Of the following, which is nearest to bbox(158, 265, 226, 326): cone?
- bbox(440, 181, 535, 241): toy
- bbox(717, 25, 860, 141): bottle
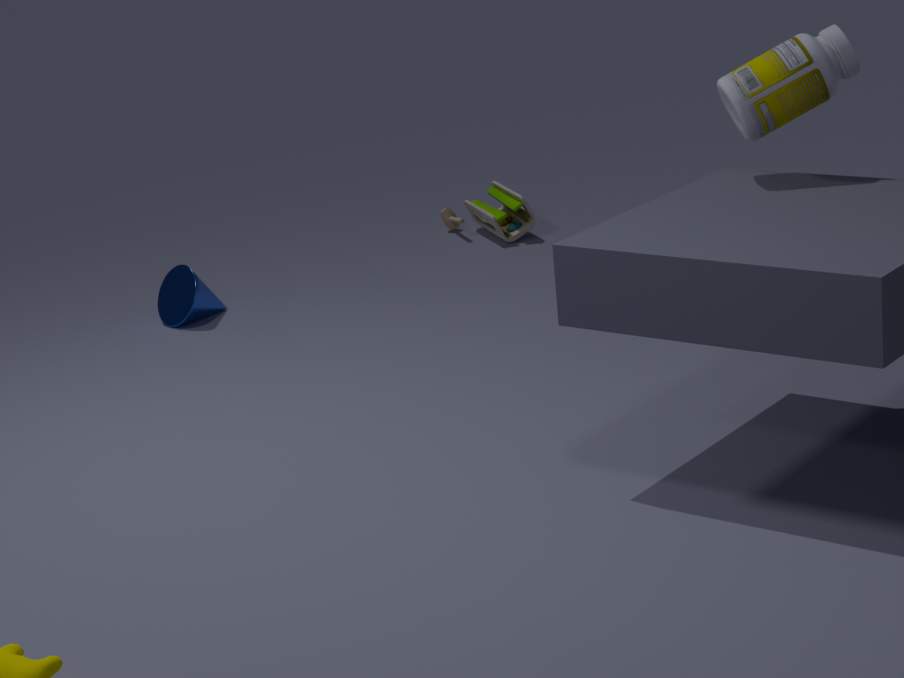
bbox(440, 181, 535, 241): toy
